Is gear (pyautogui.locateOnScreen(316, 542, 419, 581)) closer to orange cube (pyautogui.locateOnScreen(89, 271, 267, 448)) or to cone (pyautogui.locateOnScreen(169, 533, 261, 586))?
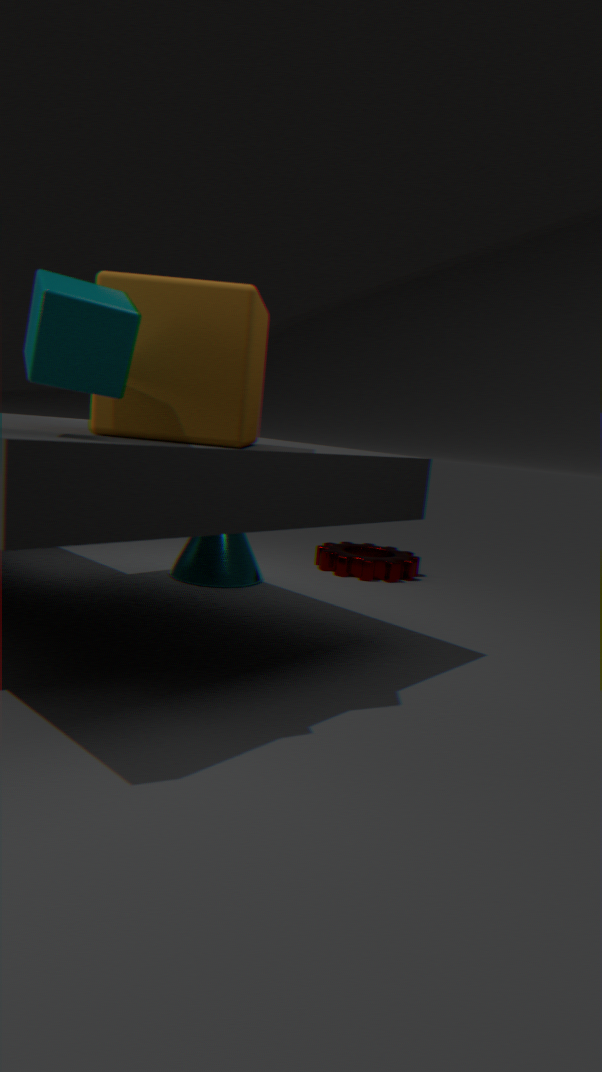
cone (pyautogui.locateOnScreen(169, 533, 261, 586))
